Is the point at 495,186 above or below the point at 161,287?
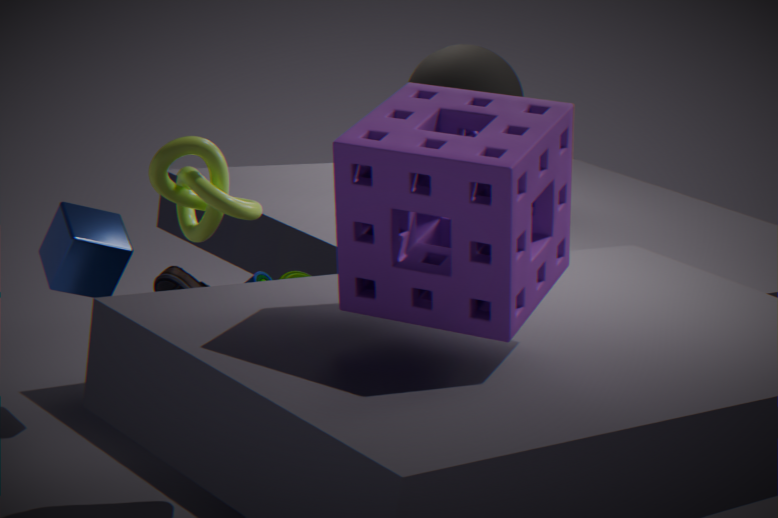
above
